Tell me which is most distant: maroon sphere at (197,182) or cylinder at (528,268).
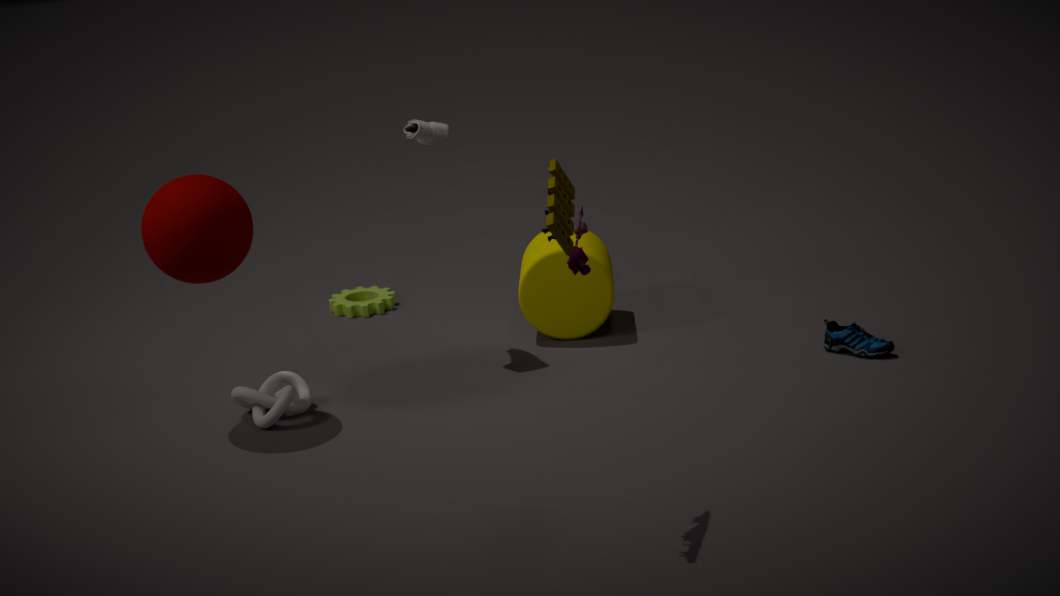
cylinder at (528,268)
